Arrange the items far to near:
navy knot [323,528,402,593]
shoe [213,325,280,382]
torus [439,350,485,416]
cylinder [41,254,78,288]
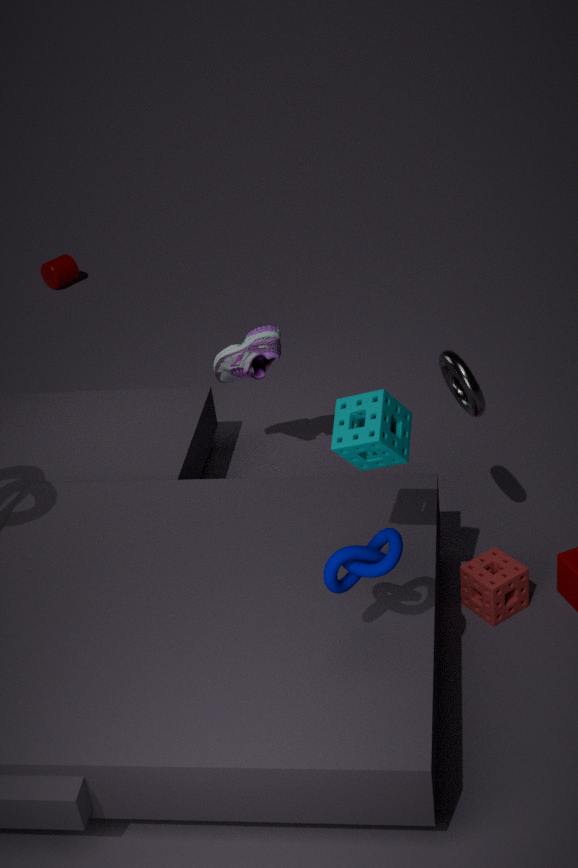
cylinder [41,254,78,288], shoe [213,325,280,382], torus [439,350,485,416], navy knot [323,528,402,593]
